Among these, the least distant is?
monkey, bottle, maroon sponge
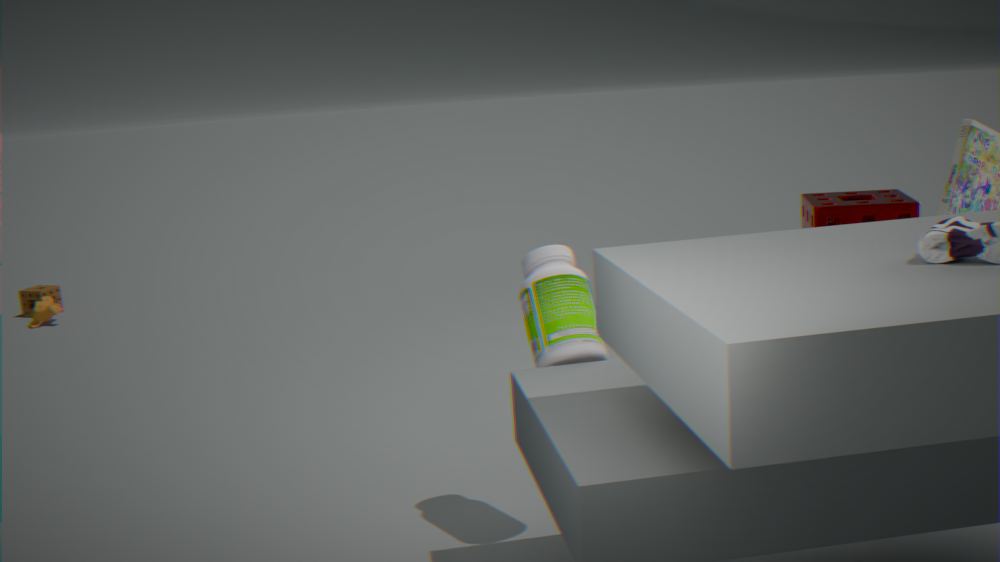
bottle
